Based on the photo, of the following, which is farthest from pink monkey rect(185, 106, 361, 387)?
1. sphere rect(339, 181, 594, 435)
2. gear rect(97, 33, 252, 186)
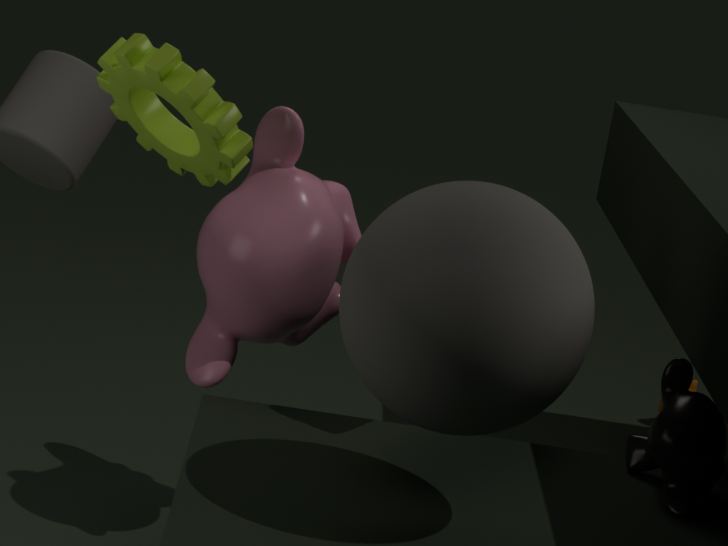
sphere rect(339, 181, 594, 435)
